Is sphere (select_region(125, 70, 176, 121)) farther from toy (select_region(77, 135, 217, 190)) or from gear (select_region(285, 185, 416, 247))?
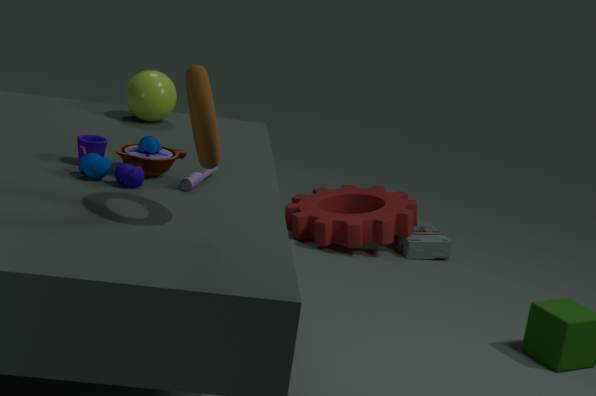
gear (select_region(285, 185, 416, 247))
